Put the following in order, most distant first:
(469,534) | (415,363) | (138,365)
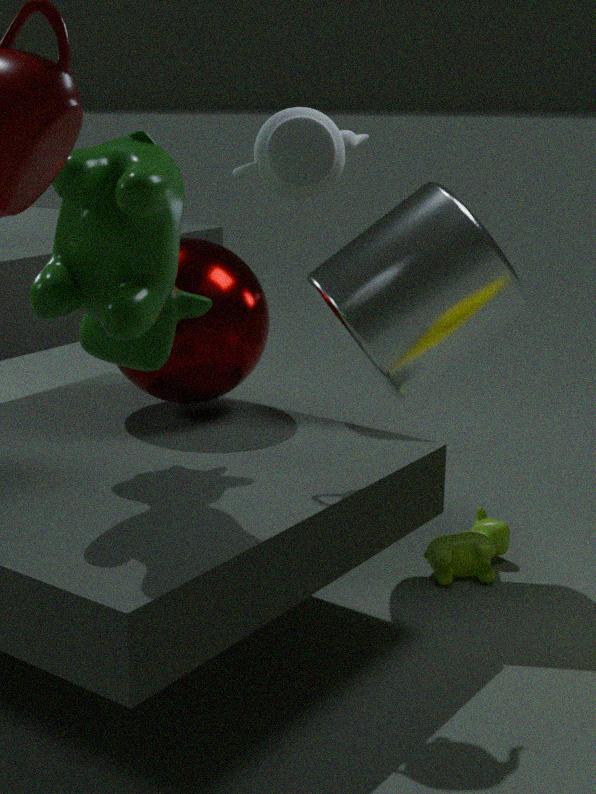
(469,534), (415,363), (138,365)
